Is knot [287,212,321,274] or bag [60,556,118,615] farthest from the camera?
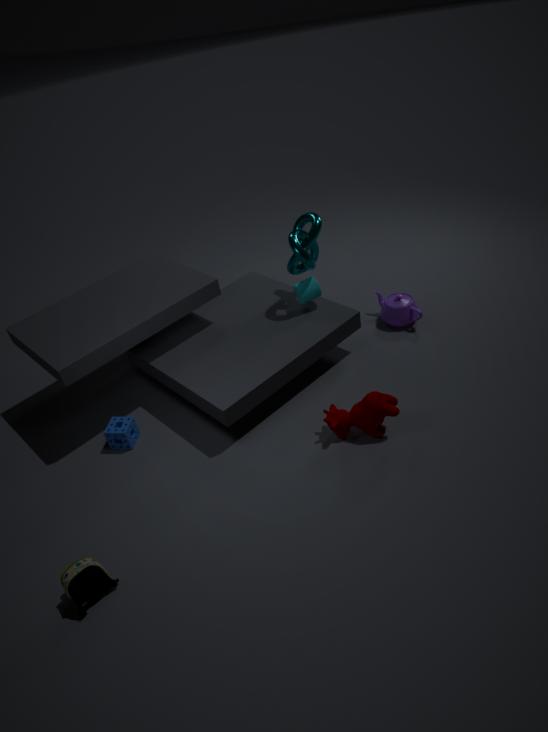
knot [287,212,321,274]
